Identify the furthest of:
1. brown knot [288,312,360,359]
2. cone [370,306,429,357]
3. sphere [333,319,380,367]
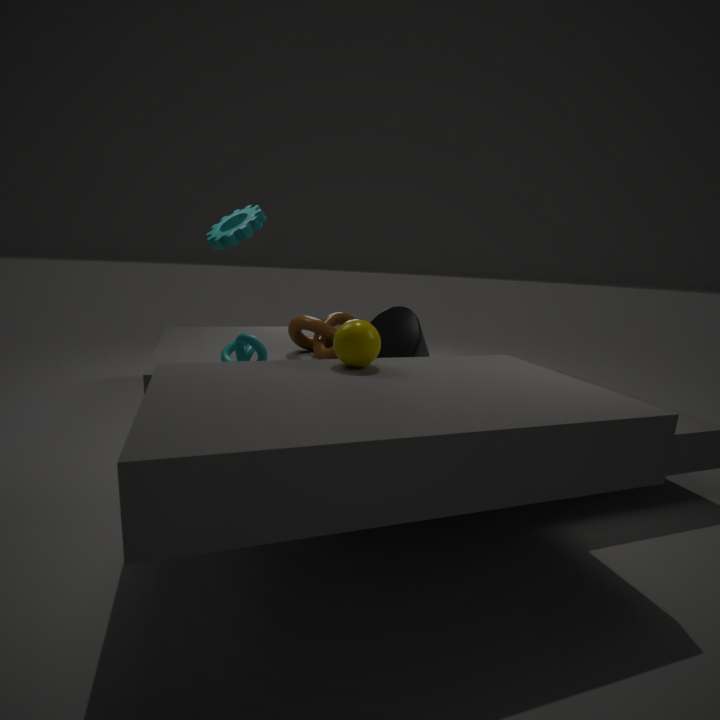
brown knot [288,312,360,359]
